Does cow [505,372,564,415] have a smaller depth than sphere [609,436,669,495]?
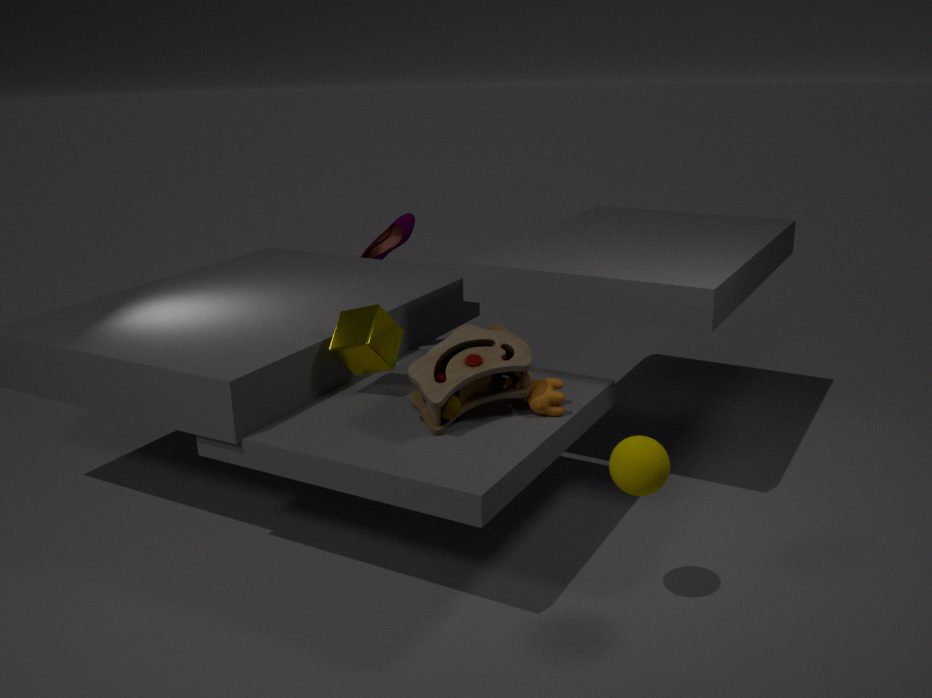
No
